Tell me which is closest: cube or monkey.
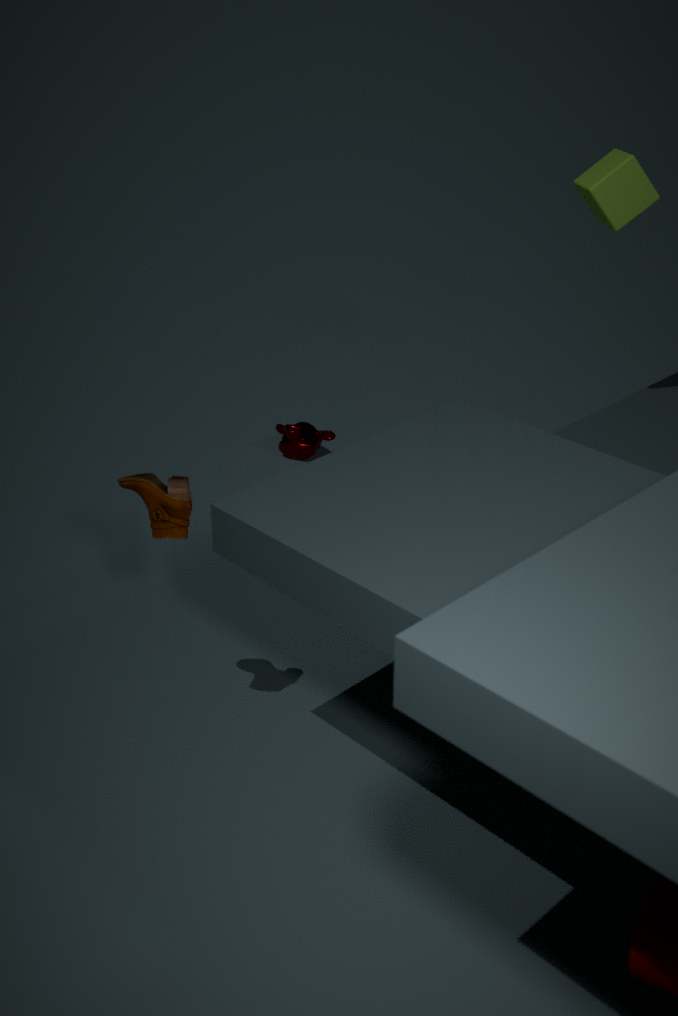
cube
